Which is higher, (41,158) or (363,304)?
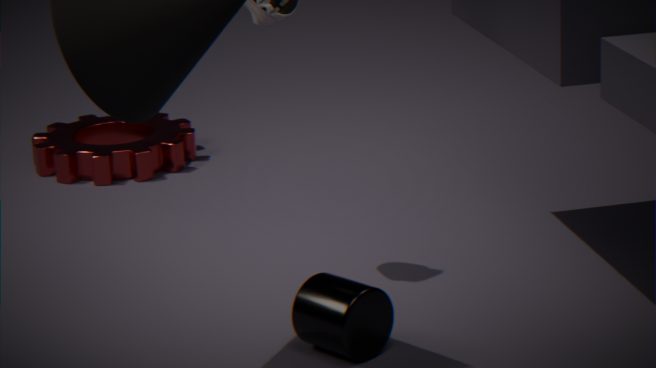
(363,304)
